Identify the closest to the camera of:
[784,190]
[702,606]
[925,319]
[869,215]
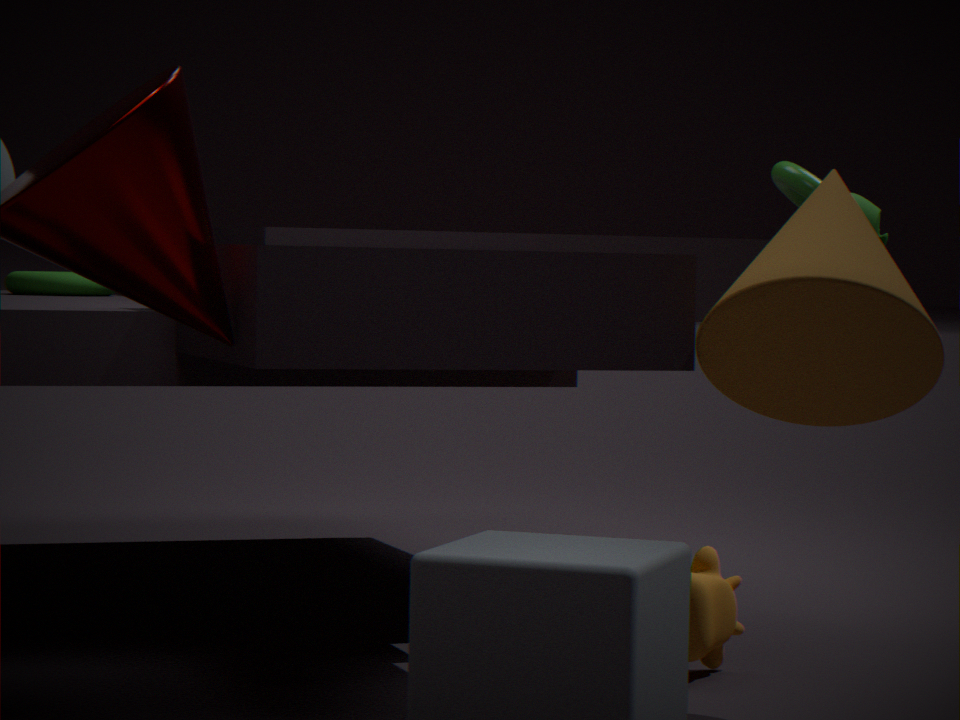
[925,319]
